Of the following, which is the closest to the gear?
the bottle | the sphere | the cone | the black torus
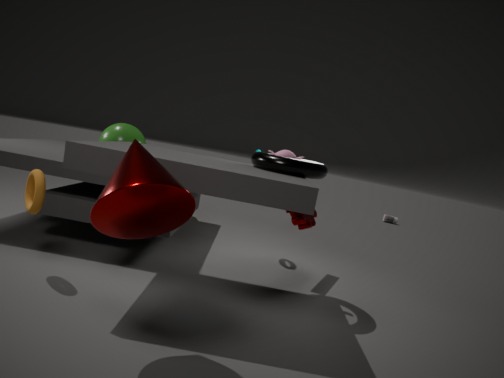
the black torus
